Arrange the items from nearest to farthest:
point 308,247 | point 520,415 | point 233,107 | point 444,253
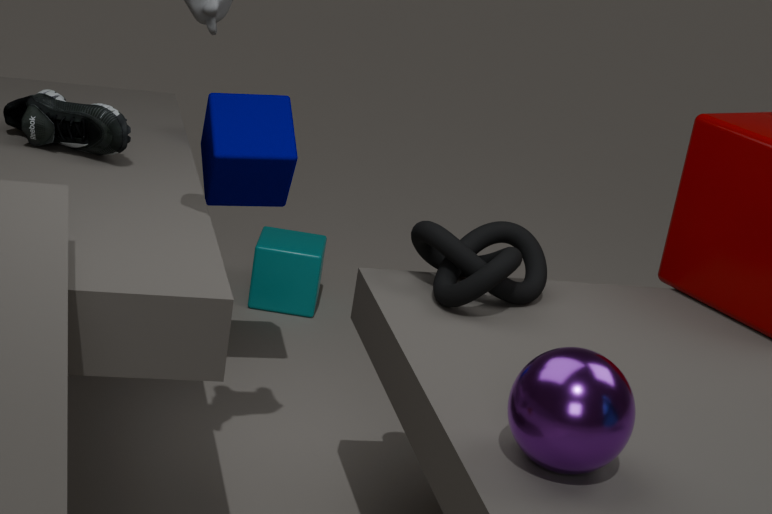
point 520,415 < point 444,253 < point 233,107 < point 308,247
